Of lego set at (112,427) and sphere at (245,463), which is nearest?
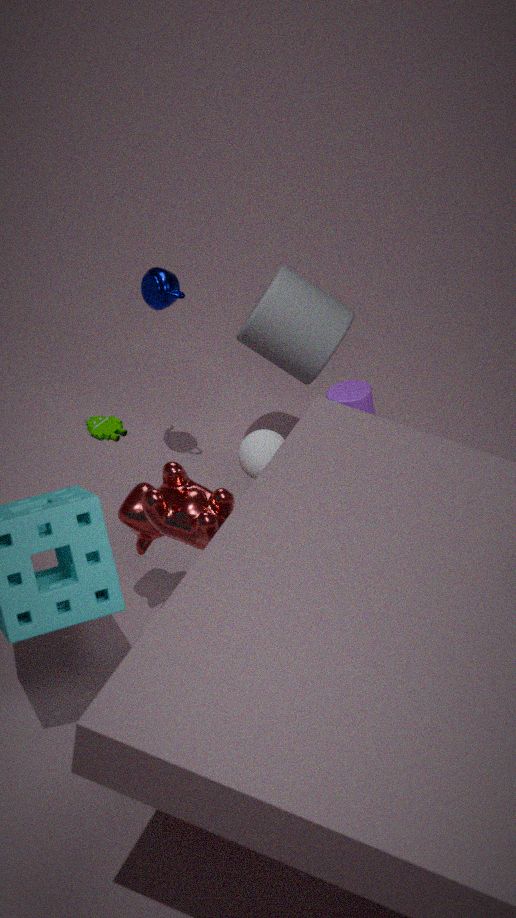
sphere at (245,463)
